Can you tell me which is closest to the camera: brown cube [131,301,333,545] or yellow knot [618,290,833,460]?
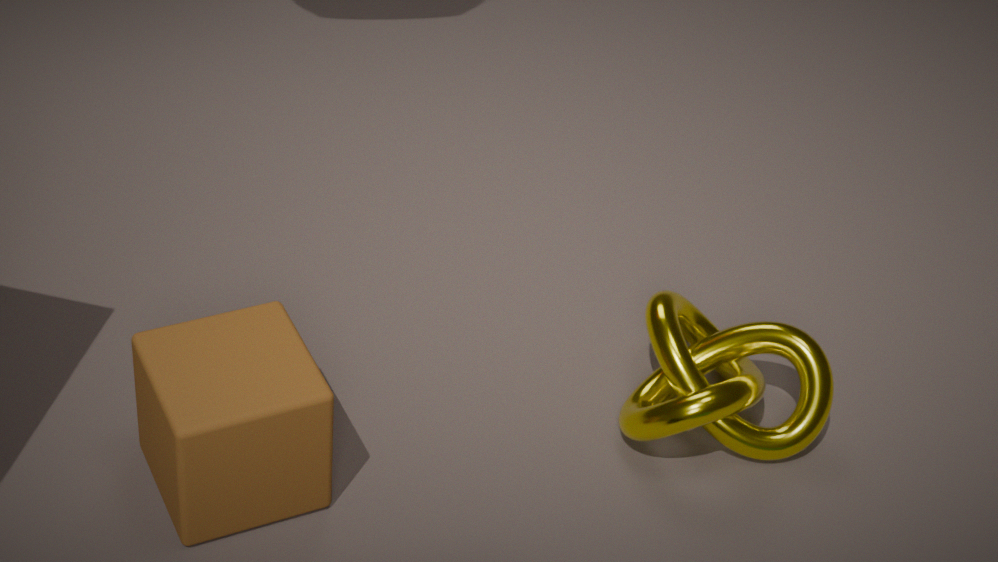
brown cube [131,301,333,545]
